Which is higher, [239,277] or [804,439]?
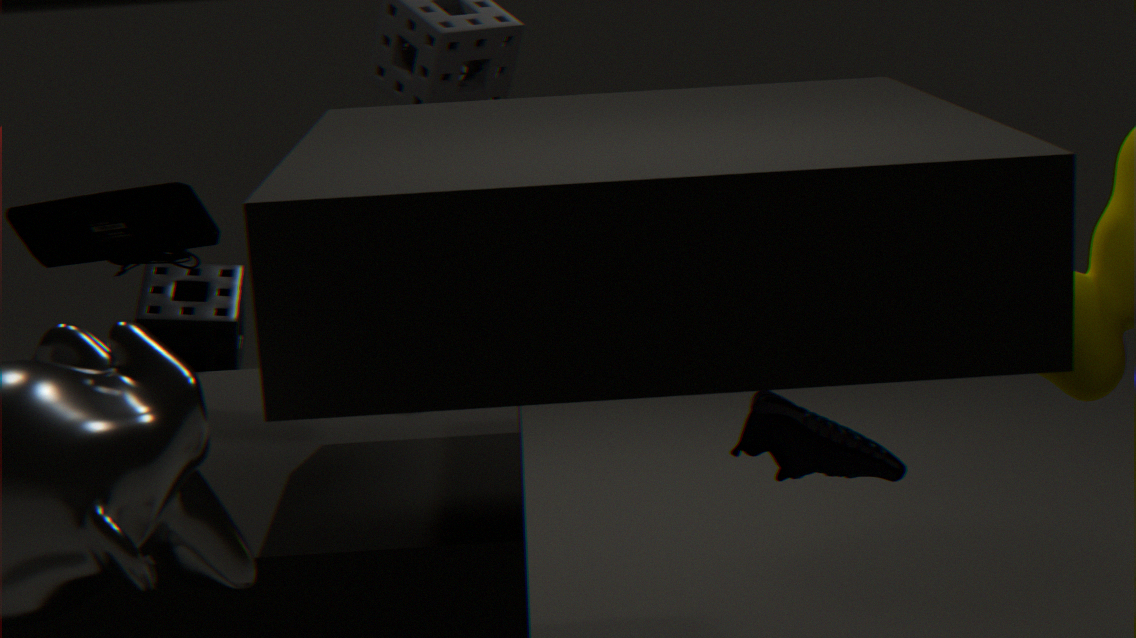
[239,277]
